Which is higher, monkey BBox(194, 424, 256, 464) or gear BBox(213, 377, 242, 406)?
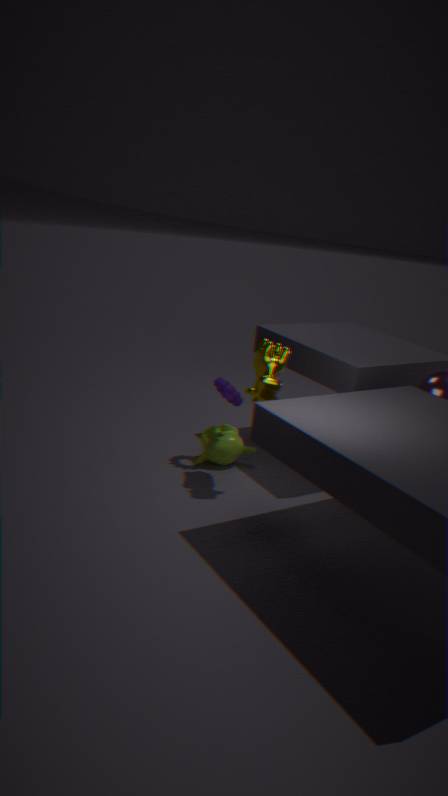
gear BBox(213, 377, 242, 406)
